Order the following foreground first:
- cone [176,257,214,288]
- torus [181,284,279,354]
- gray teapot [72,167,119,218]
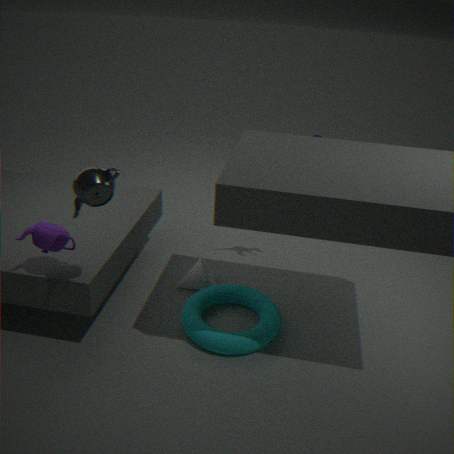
gray teapot [72,167,119,218] < torus [181,284,279,354] < cone [176,257,214,288]
